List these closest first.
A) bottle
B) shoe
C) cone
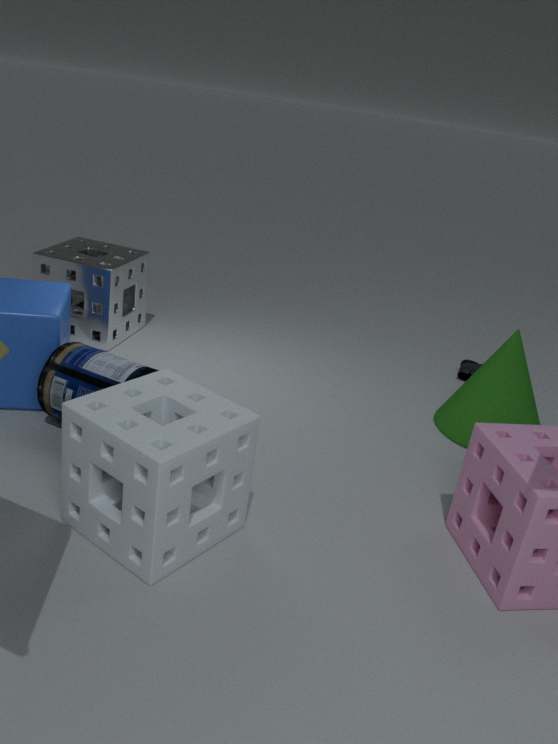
1. A. bottle
2. C. cone
3. B. shoe
